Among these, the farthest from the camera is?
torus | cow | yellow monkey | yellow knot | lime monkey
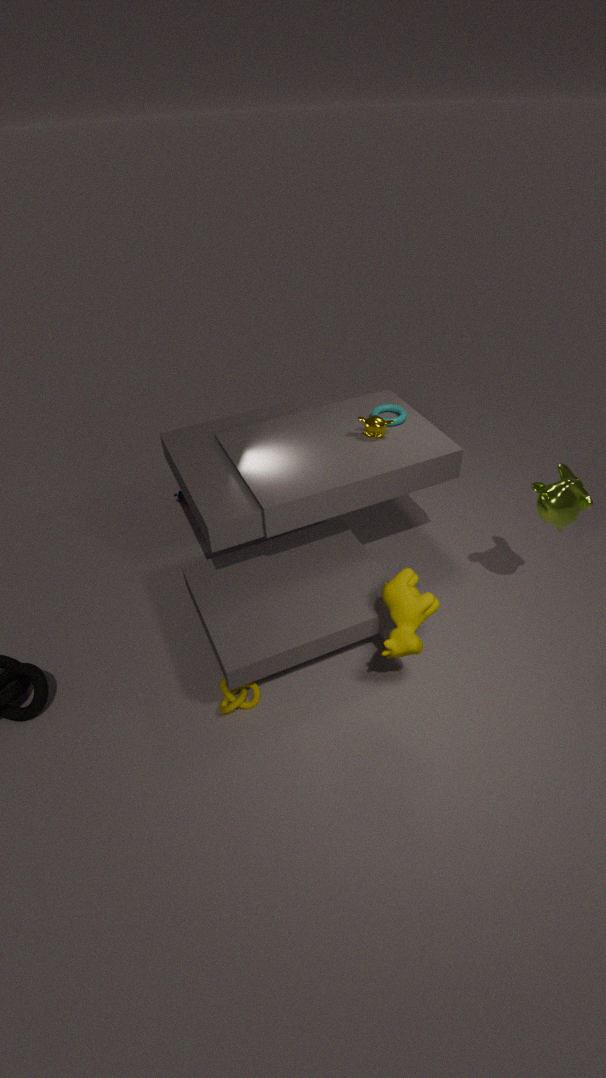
torus
